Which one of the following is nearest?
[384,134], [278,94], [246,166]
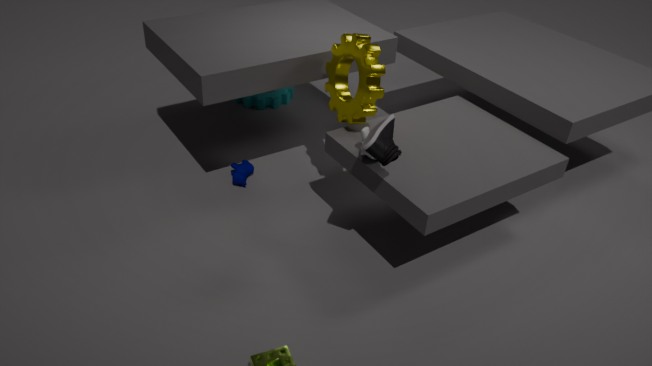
[384,134]
